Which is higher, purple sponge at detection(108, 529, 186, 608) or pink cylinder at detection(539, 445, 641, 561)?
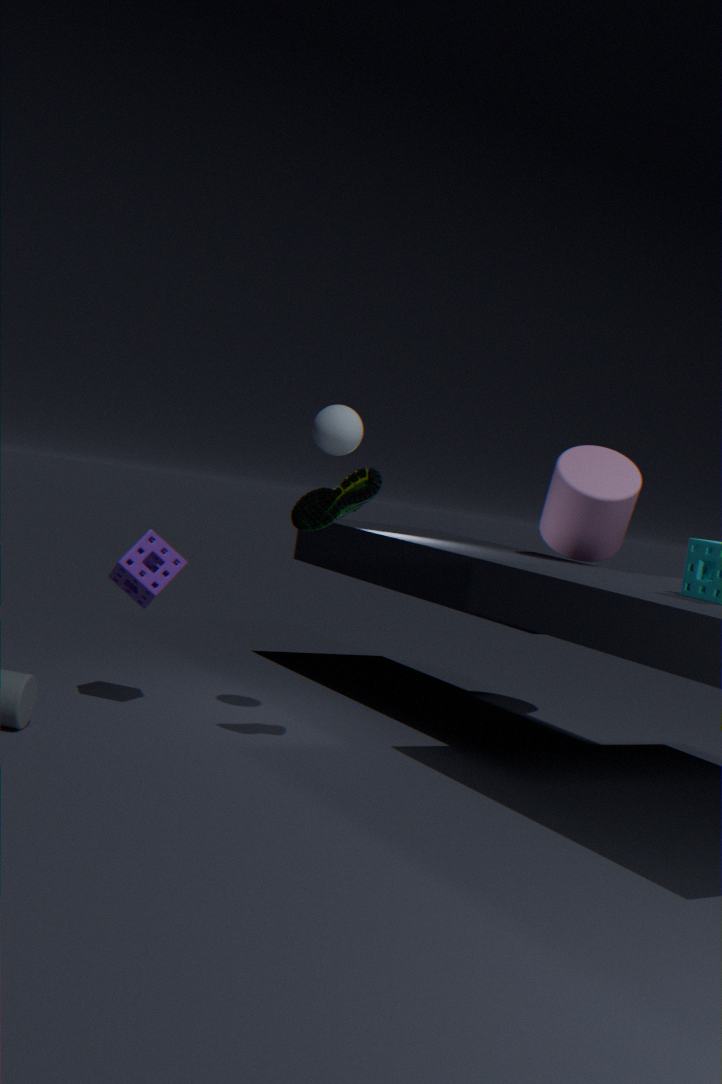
pink cylinder at detection(539, 445, 641, 561)
